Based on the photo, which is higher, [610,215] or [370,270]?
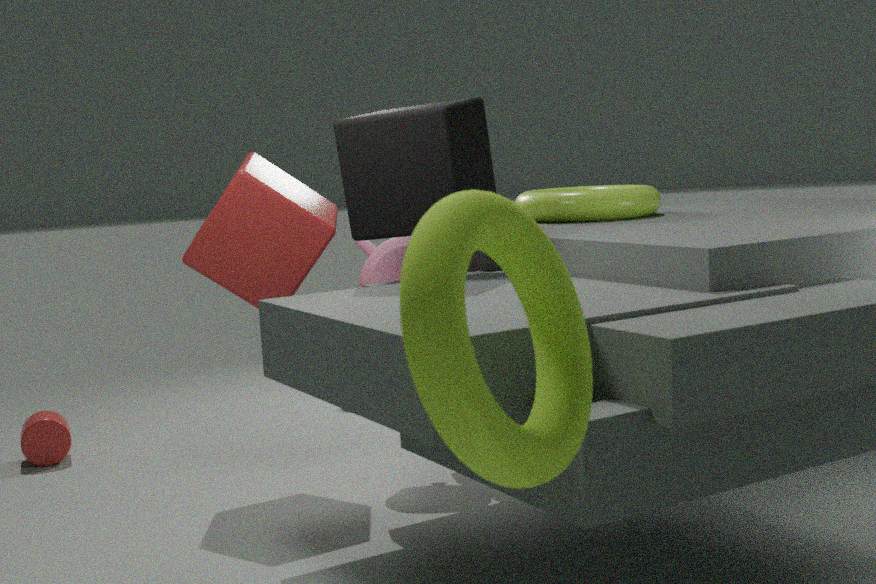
[610,215]
